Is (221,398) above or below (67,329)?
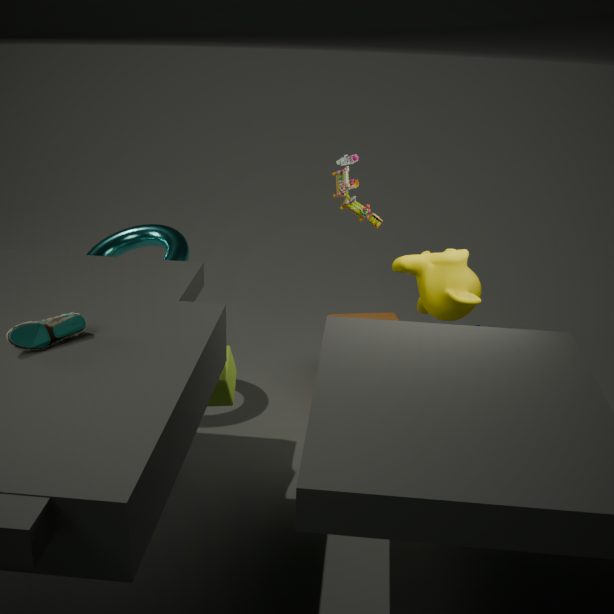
below
